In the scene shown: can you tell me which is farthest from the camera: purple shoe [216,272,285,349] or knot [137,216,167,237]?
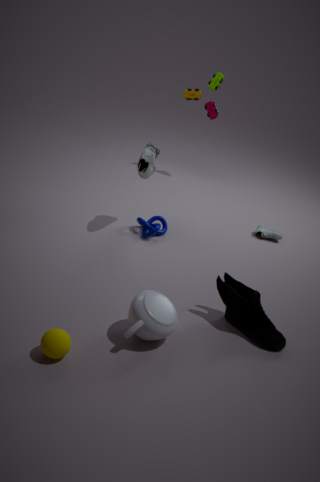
knot [137,216,167,237]
